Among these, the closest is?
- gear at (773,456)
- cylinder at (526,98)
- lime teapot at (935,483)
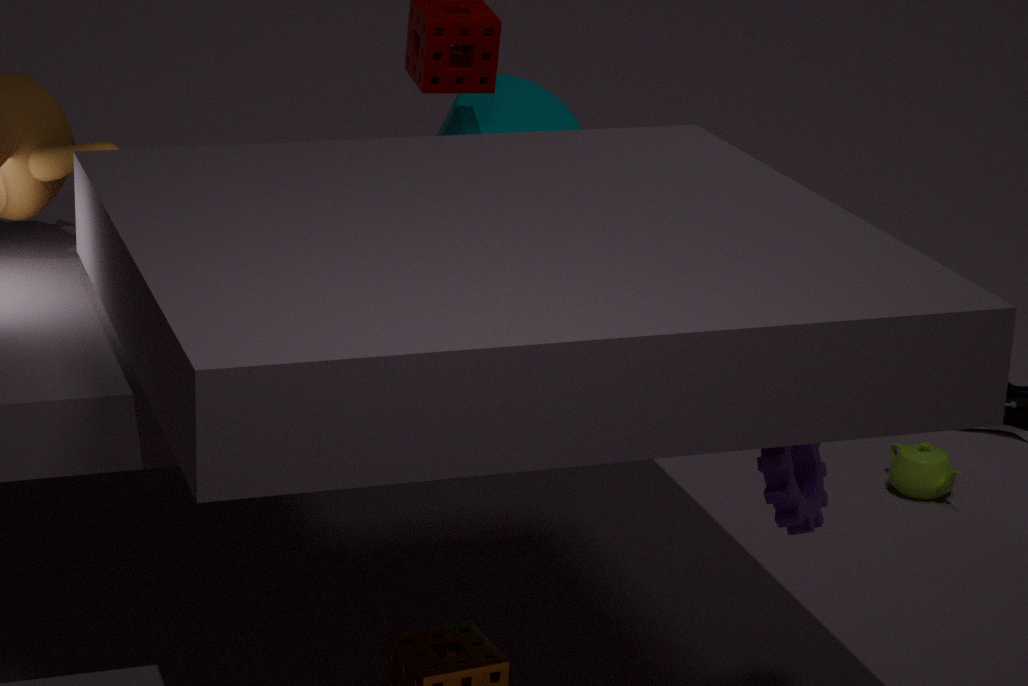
gear at (773,456)
